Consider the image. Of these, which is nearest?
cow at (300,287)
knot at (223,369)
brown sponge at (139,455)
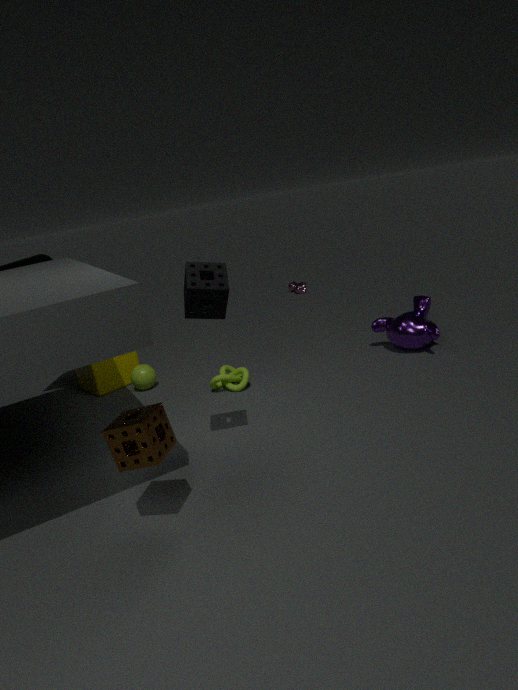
brown sponge at (139,455)
